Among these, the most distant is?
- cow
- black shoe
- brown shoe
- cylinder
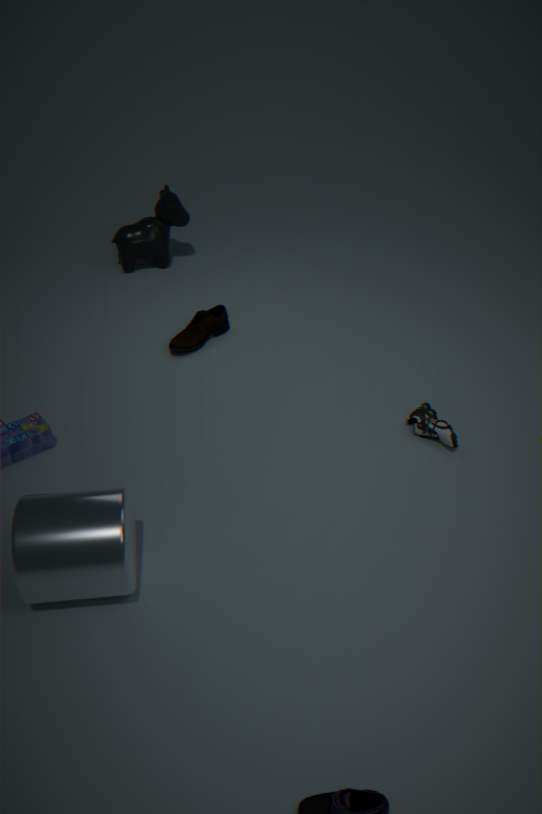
cow
